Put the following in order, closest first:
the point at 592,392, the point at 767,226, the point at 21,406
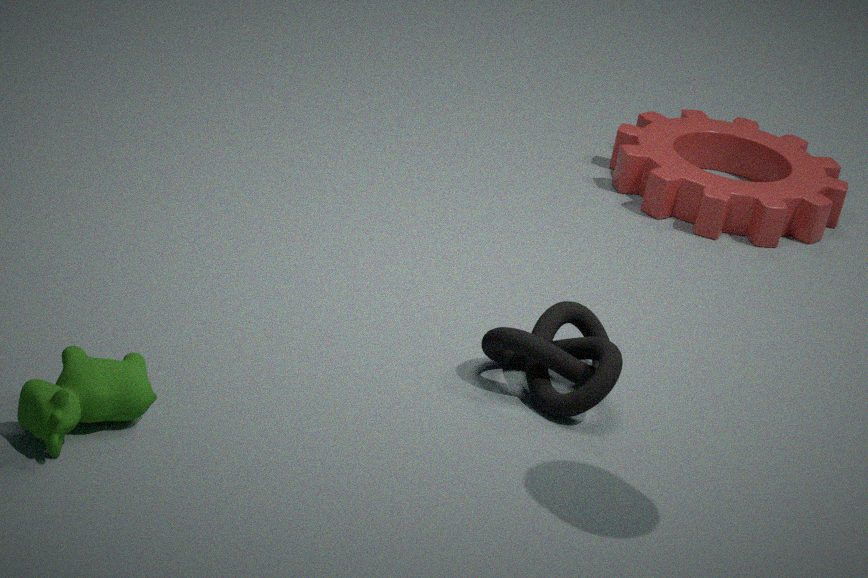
1. the point at 21,406
2. the point at 592,392
3. the point at 767,226
